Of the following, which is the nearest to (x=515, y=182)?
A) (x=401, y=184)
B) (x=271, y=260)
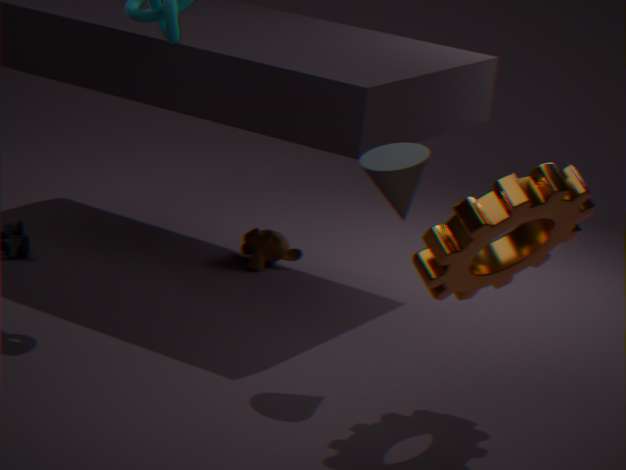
(x=401, y=184)
